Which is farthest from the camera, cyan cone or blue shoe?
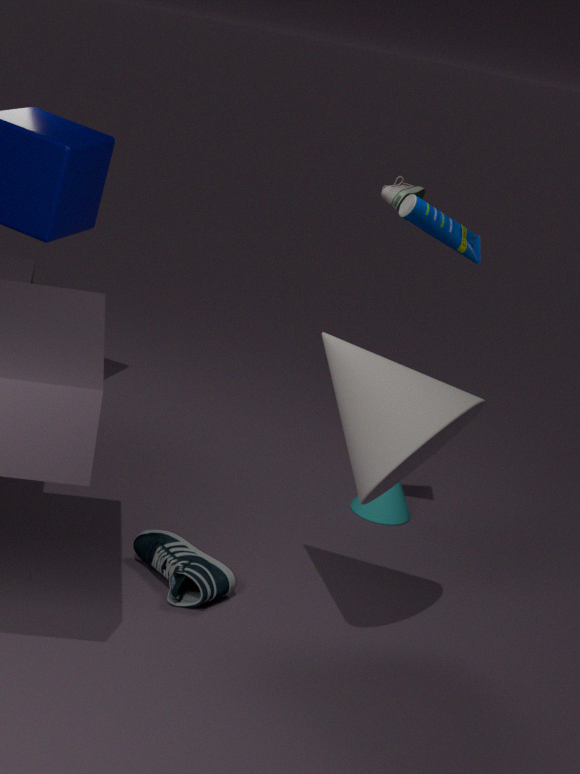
cyan cone
